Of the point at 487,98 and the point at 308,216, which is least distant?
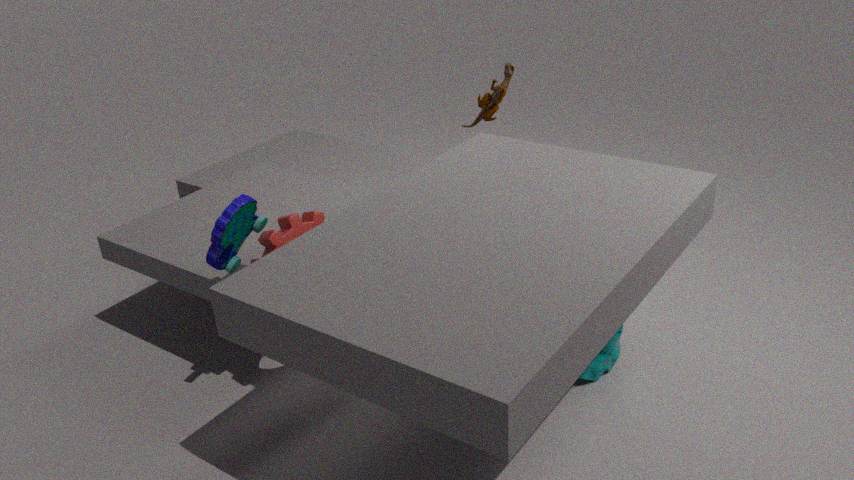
the point at 308,216
